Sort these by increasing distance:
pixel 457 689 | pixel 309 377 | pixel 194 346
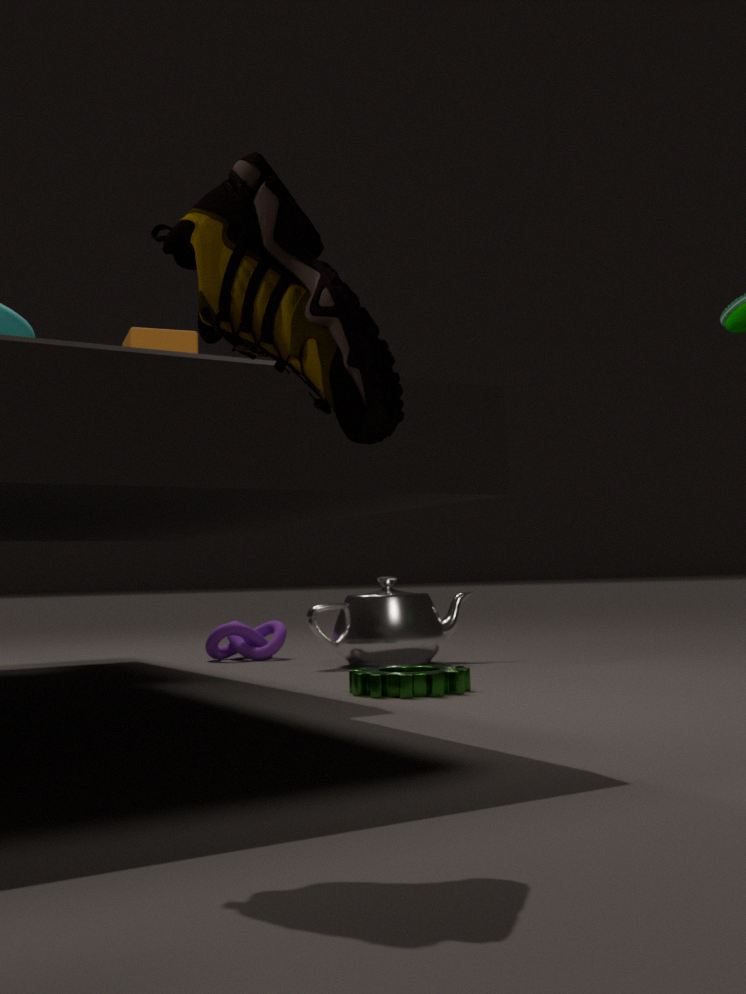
pixel 309 377 → pixel 457 689 → pixel 194 346
